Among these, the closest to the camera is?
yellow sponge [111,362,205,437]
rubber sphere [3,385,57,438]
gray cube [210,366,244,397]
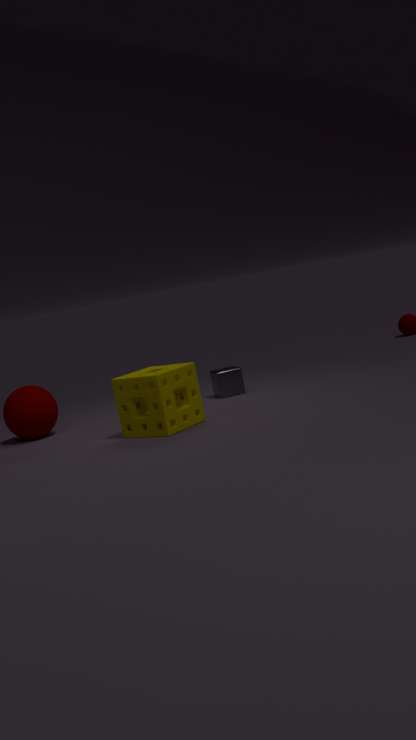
yellow sponge [111,362,205,437]
